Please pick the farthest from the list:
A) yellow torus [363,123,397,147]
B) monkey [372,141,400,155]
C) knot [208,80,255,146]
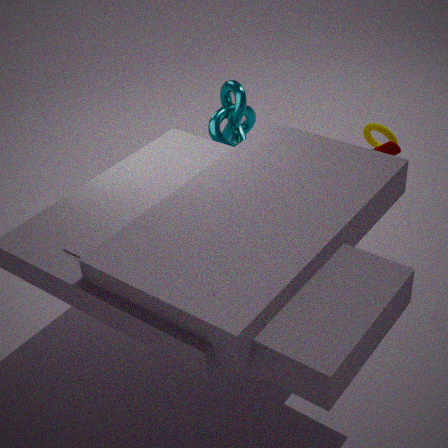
yellow torus [363,123,397,147]
